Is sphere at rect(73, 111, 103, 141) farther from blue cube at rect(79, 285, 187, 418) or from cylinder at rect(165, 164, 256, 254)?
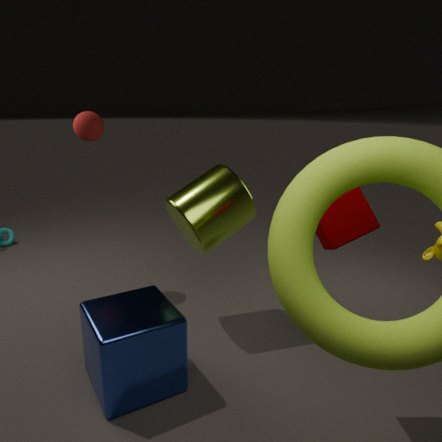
blue cube at rect(79, 285, 187, 418)
